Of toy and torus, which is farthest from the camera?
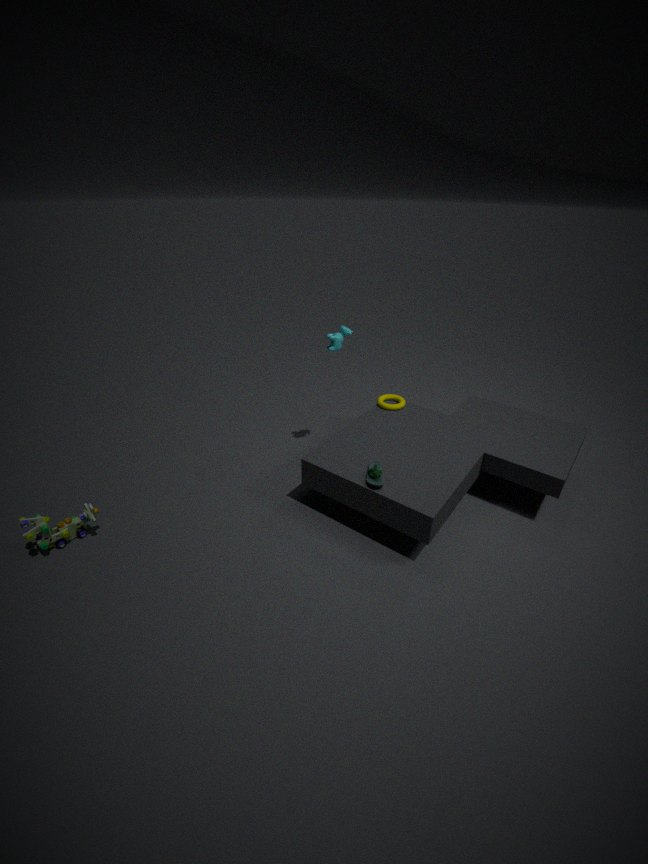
torus
